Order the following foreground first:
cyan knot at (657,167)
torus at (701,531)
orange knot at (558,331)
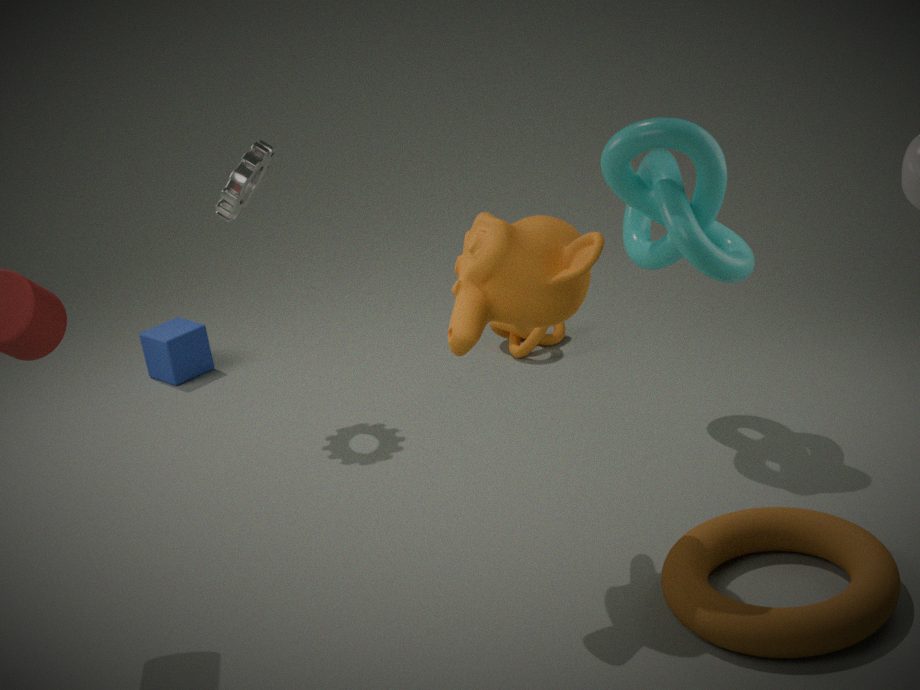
1. torus at (701,531)
2. cyan knot at (657,167)
3. orange knot at (558,331)
